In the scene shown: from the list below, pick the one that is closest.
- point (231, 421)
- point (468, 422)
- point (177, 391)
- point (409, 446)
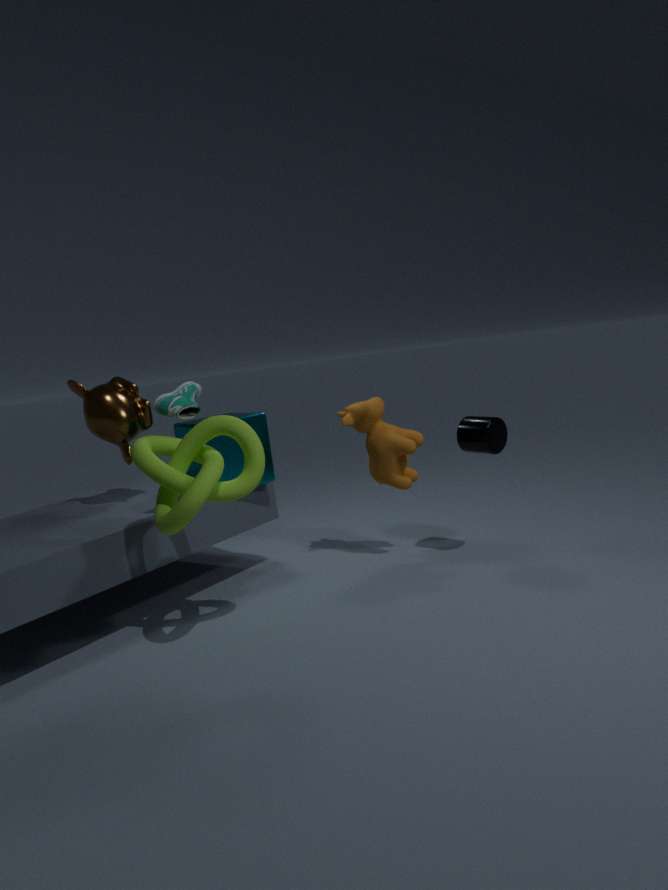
point (231, 421)
